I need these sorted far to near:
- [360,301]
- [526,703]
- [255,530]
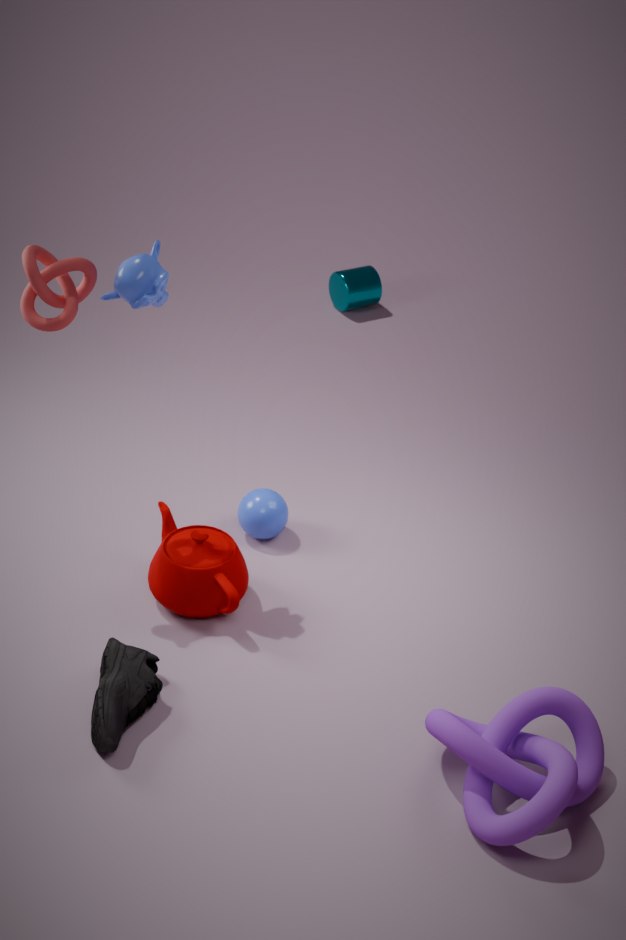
1. [360,301]
2. [255,530]
3. [526,703]
